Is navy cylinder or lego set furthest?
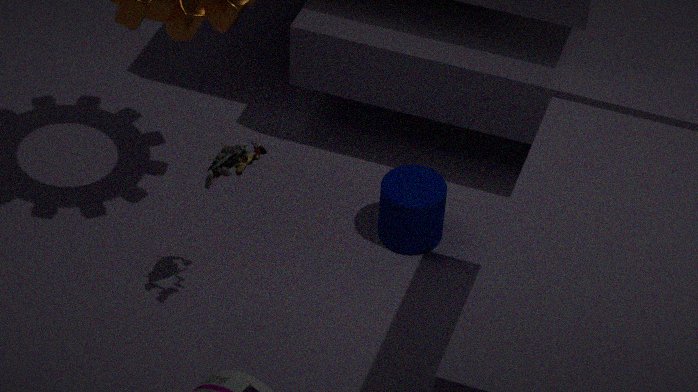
navy cylinder
